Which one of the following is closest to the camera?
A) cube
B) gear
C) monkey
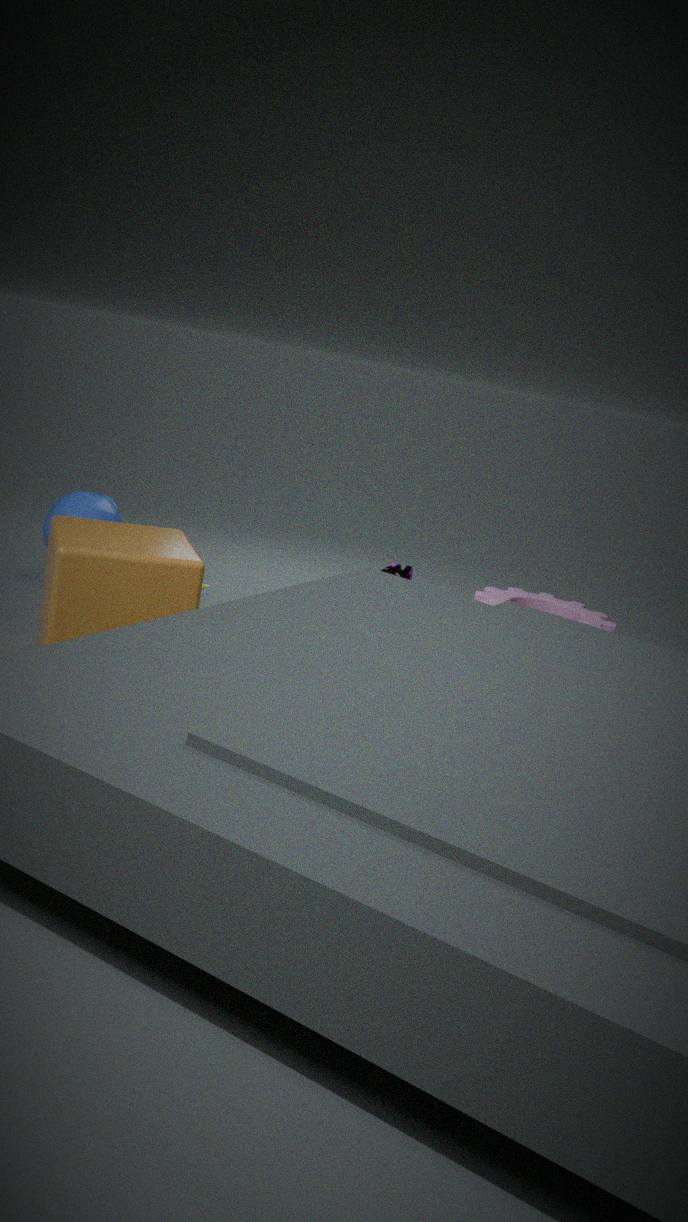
cube
